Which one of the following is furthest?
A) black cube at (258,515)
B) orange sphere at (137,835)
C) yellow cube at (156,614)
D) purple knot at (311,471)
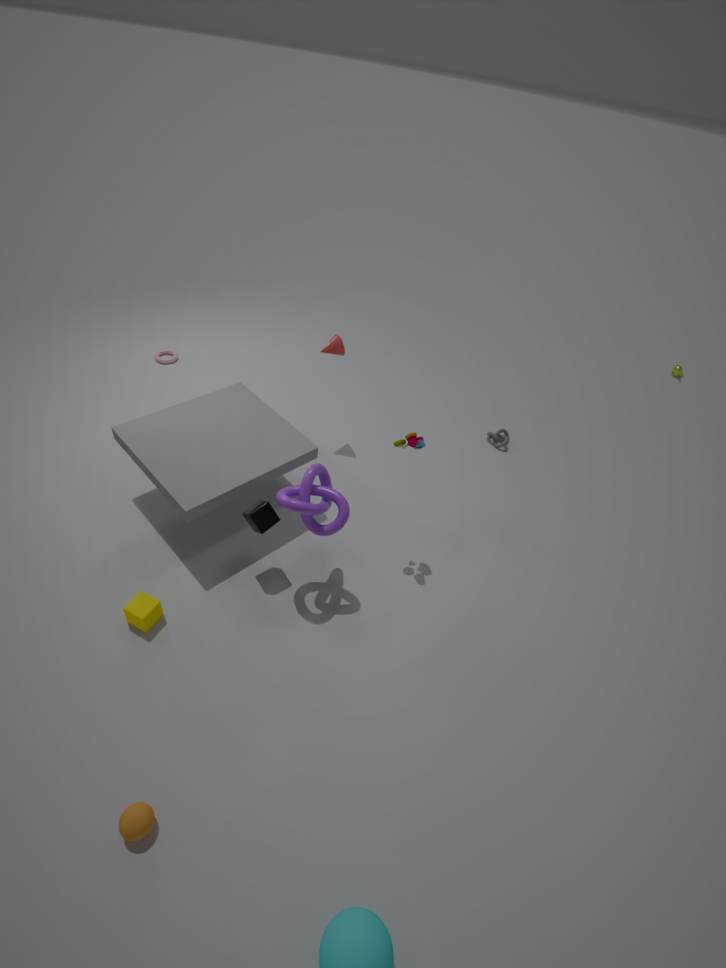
black cube at (258,515)
